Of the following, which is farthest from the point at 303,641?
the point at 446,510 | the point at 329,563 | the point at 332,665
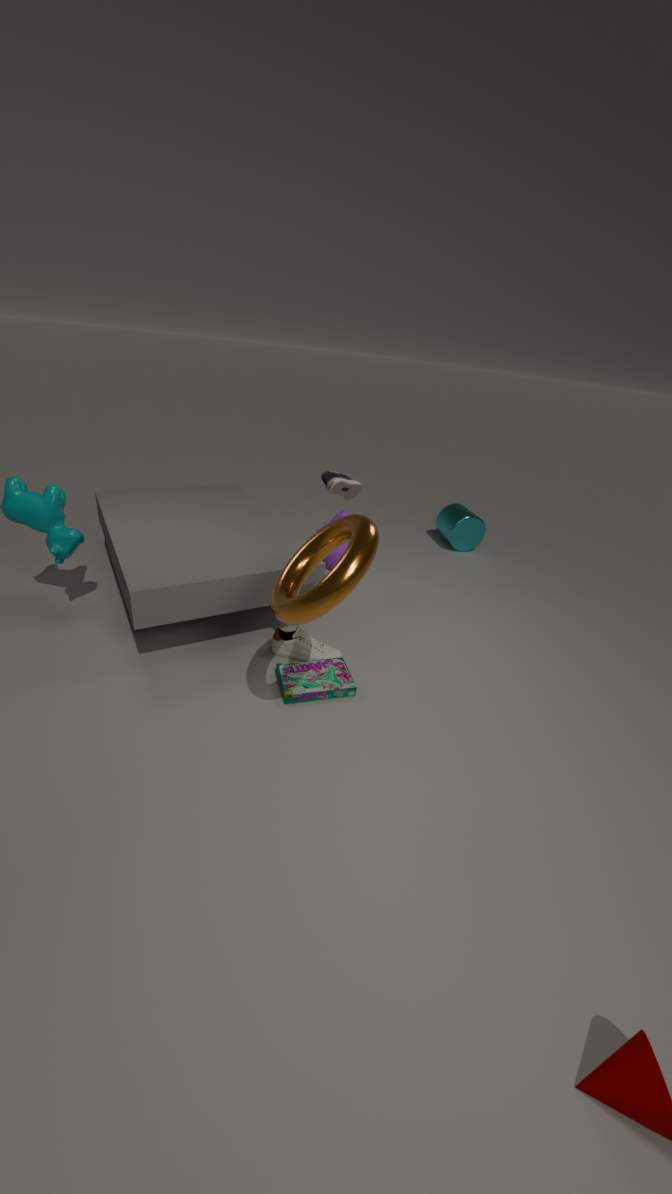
the point at 446,510
